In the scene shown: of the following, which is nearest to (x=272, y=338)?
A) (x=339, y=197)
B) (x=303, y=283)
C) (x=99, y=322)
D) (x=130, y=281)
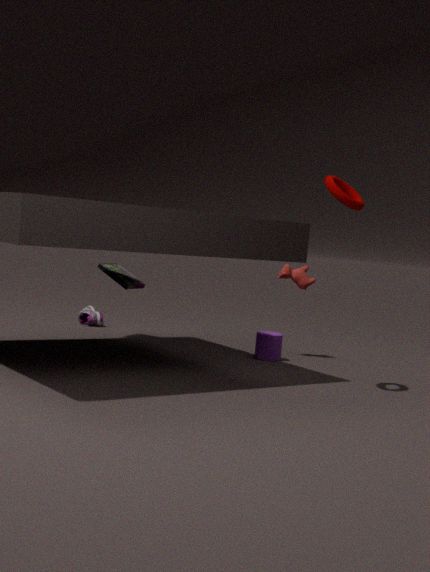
(x=303, y=283)
